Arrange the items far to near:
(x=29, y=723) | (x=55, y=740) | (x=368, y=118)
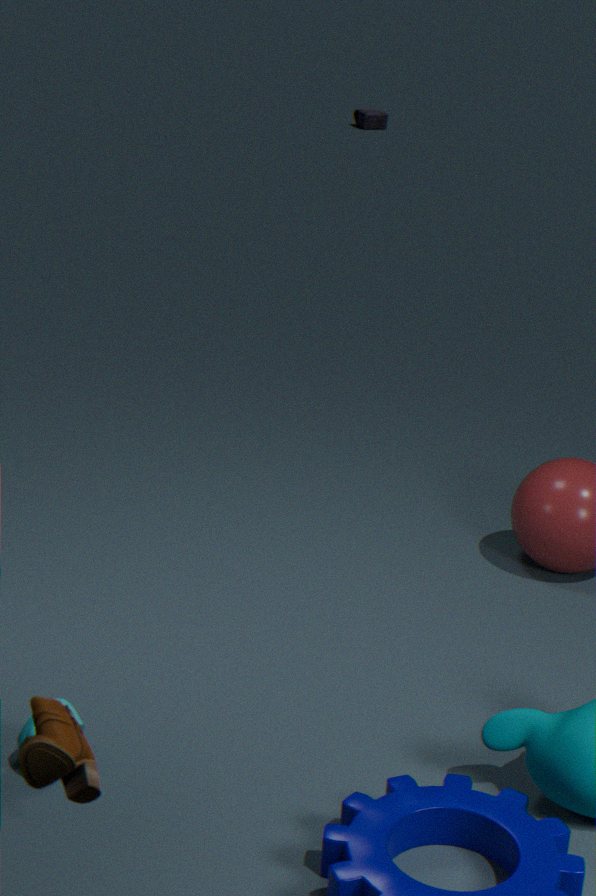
(x=368, y=118) → (x=29, y=723) → (x=55, y=740)
